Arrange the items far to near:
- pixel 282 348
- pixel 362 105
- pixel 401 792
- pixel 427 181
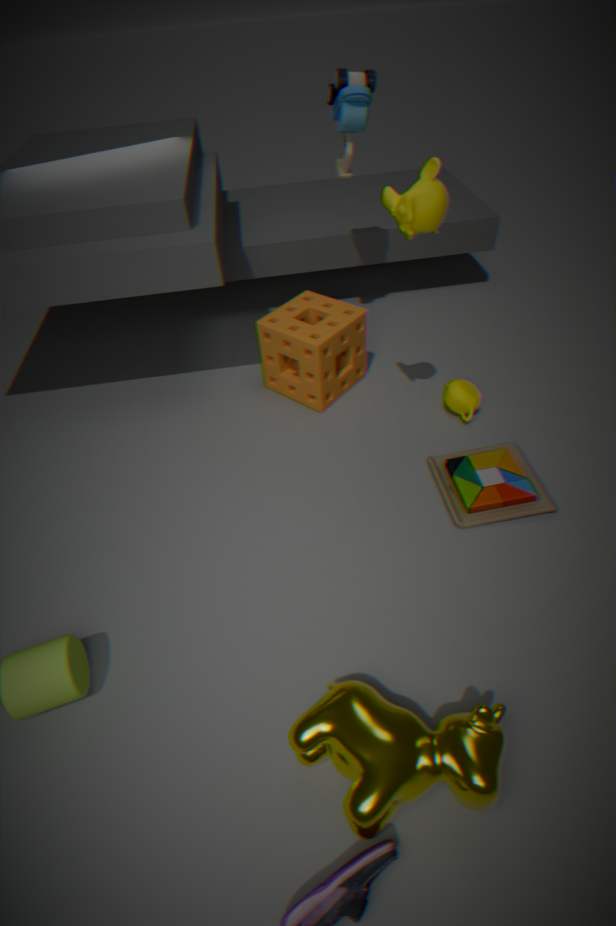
pixel 282 348 < pixel 362 105 < pixel 427 181 < pixel 401 792
